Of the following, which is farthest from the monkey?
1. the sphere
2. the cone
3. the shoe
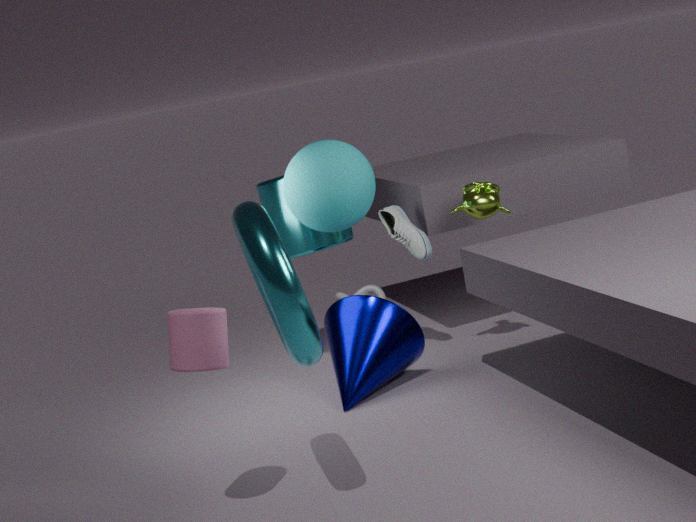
the cone
